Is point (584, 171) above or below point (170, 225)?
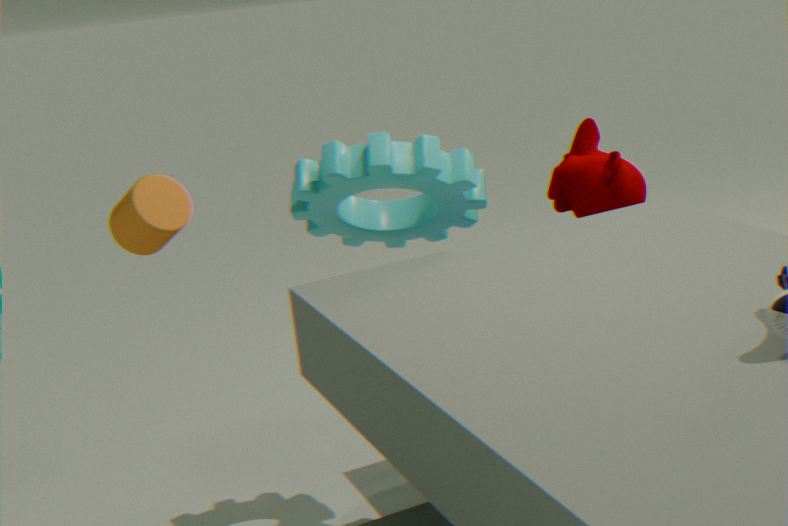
below
